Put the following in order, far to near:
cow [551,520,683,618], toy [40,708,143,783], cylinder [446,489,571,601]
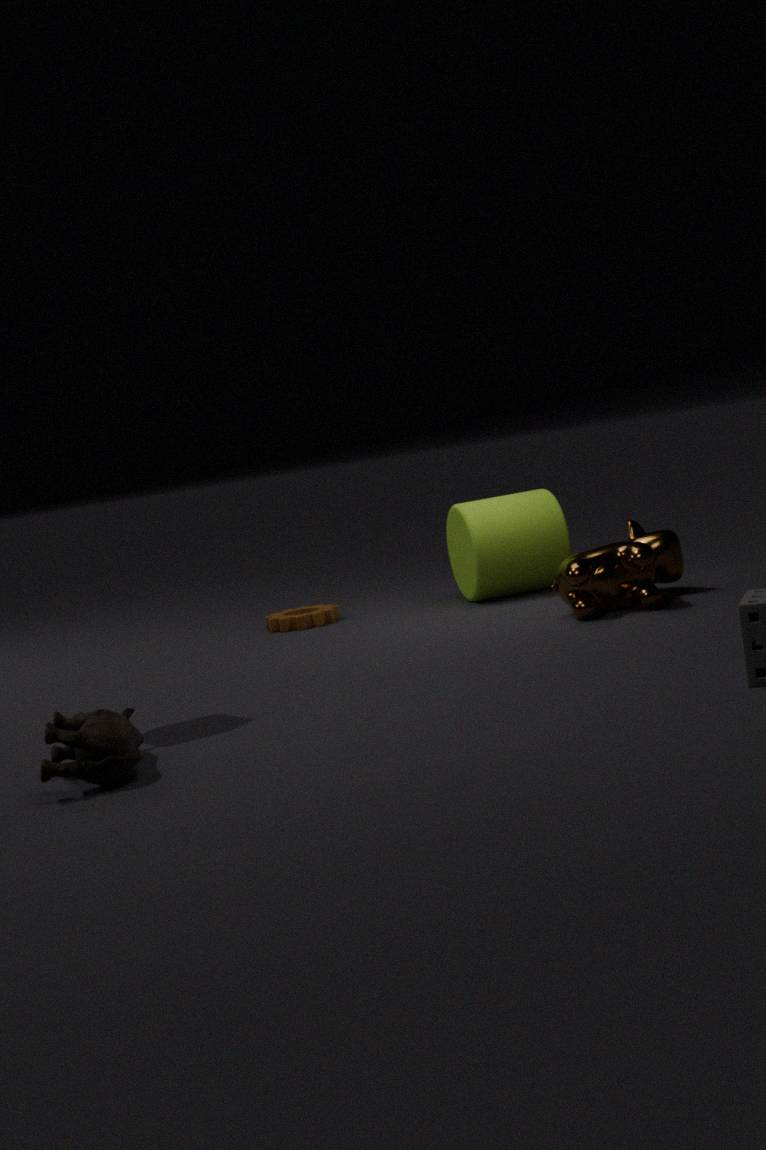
cylinder [446,489,571,601]
cow [551,520,683,618]
toy [40,708,143,783]
